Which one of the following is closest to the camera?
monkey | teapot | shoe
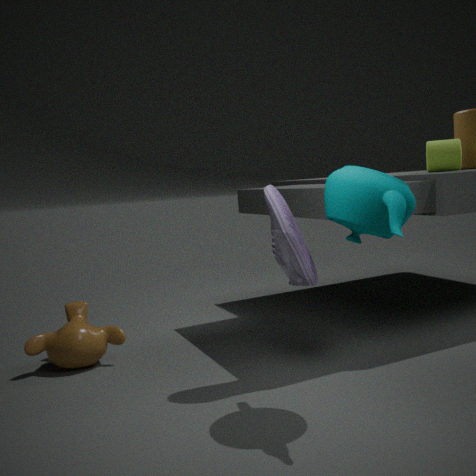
teapot
